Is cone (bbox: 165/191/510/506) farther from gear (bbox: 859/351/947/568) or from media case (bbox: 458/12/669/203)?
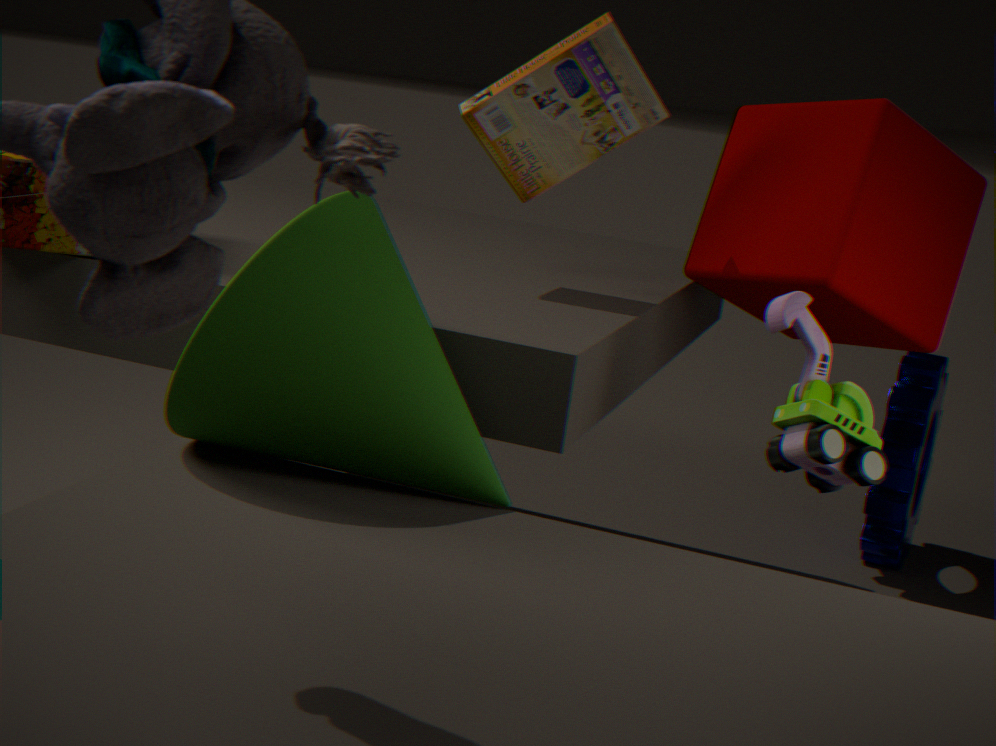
gear (bbox: 859/351/947/568)
